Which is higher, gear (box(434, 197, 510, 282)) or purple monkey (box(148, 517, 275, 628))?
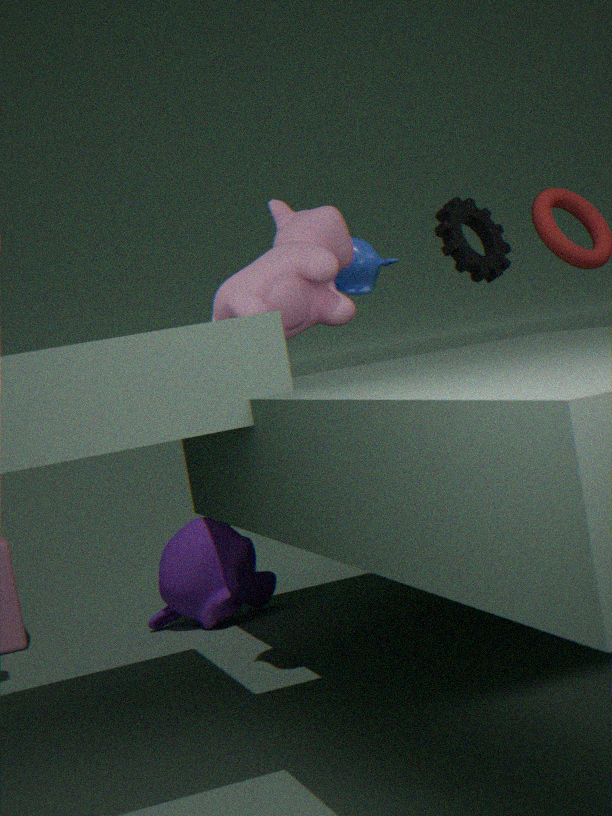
gear (box(434, 197, 510, 282))
